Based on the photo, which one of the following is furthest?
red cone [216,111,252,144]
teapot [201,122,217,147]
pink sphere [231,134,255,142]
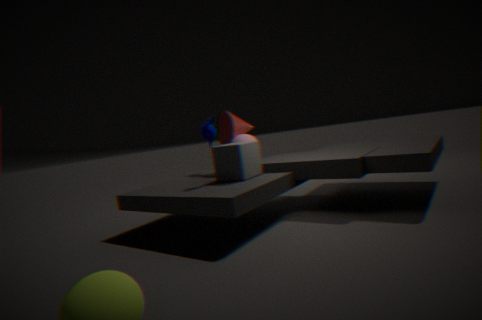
red cone [216,111,252,144]
